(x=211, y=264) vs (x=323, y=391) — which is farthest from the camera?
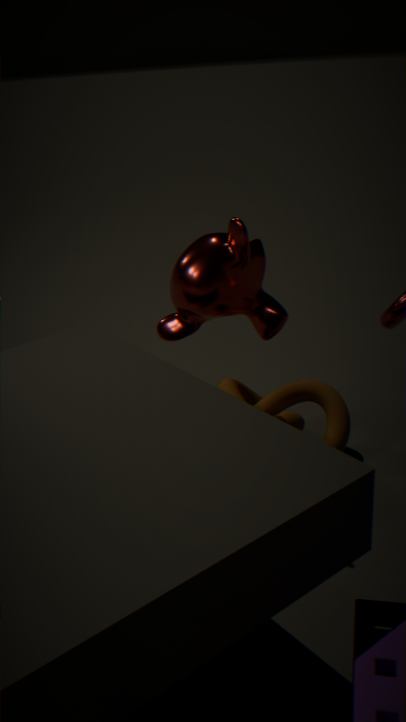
(x=323, y=391)
